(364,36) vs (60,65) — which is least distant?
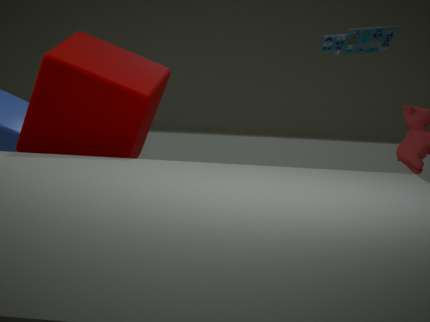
(60,65)
